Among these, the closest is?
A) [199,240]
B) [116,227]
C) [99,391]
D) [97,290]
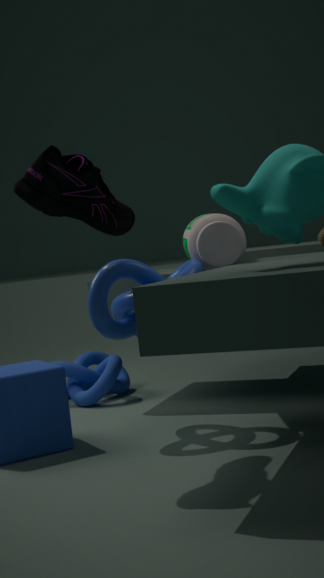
[116,227]
